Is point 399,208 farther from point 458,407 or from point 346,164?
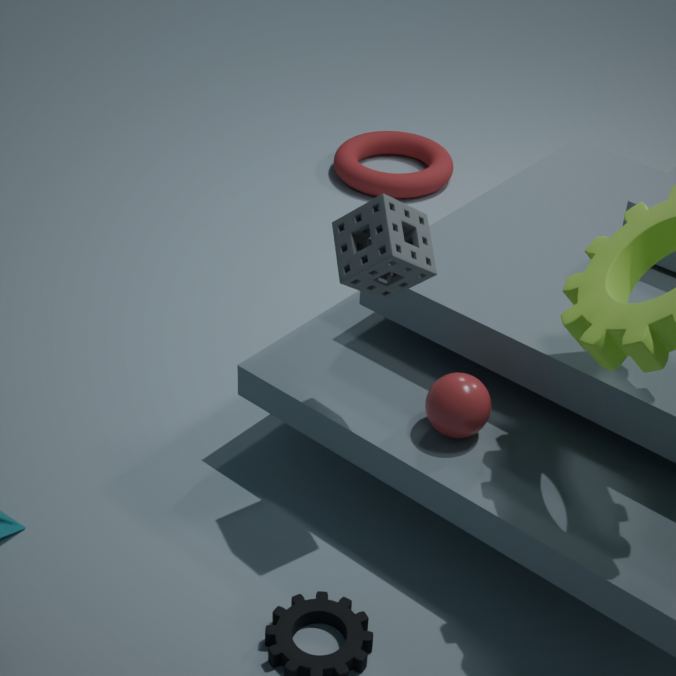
point 346,164
